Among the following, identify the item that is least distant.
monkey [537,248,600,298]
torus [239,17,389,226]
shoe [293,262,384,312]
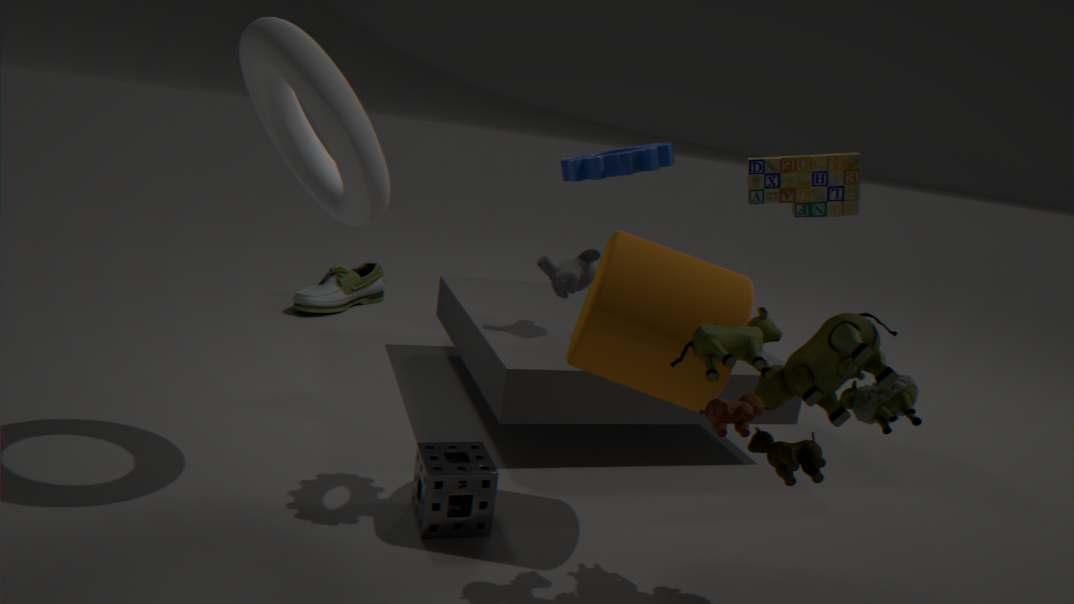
torus [239,17,389,226]
